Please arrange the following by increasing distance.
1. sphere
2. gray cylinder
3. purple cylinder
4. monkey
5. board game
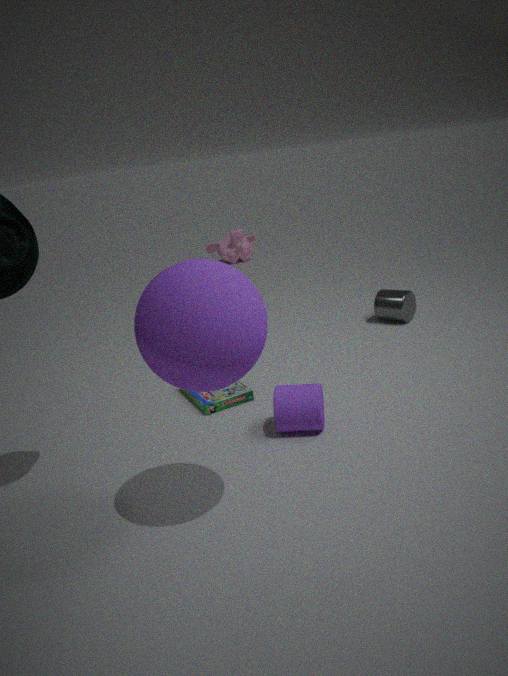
sphere
purple cylinder
board game
gray cylinder
monkey
